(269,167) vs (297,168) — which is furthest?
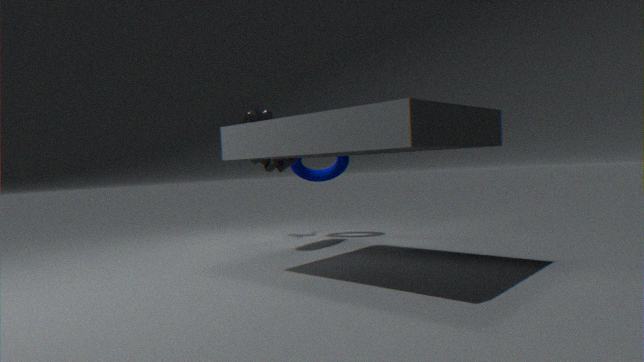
(297,168)
